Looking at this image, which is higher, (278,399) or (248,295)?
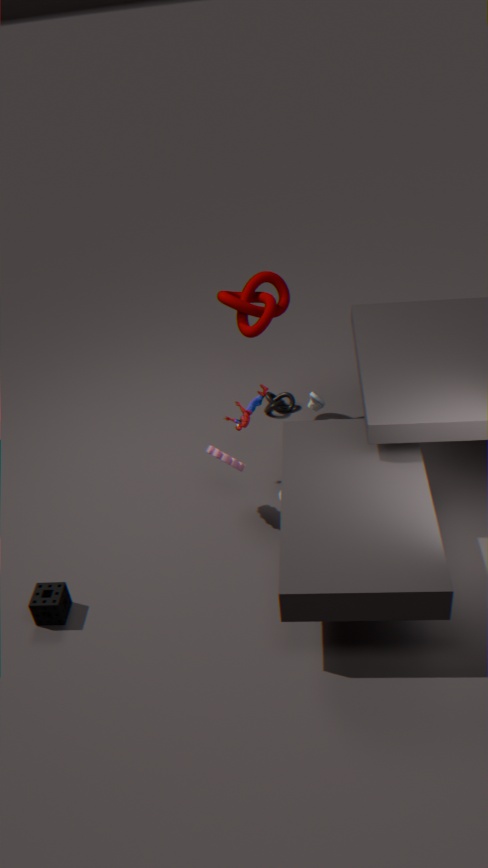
(248,295)
